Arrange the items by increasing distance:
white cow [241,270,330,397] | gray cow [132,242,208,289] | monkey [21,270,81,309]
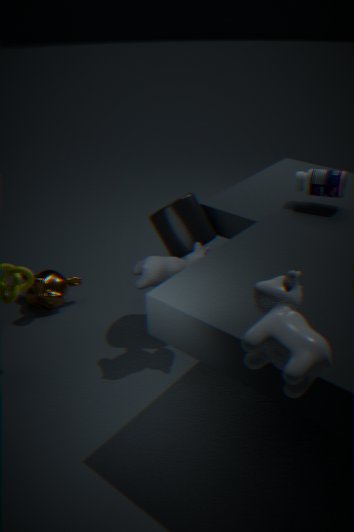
white cow [241,270,330,397] < gray cow [132,242,208,289] < monkey [21,270,81,309]
